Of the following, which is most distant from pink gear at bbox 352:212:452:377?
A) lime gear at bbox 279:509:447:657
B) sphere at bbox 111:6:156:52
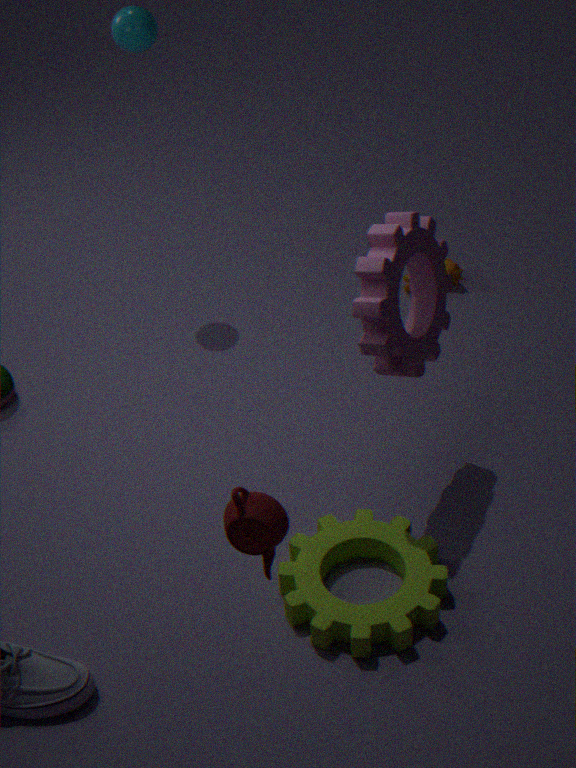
sphere at bbox 111:6:156:52
